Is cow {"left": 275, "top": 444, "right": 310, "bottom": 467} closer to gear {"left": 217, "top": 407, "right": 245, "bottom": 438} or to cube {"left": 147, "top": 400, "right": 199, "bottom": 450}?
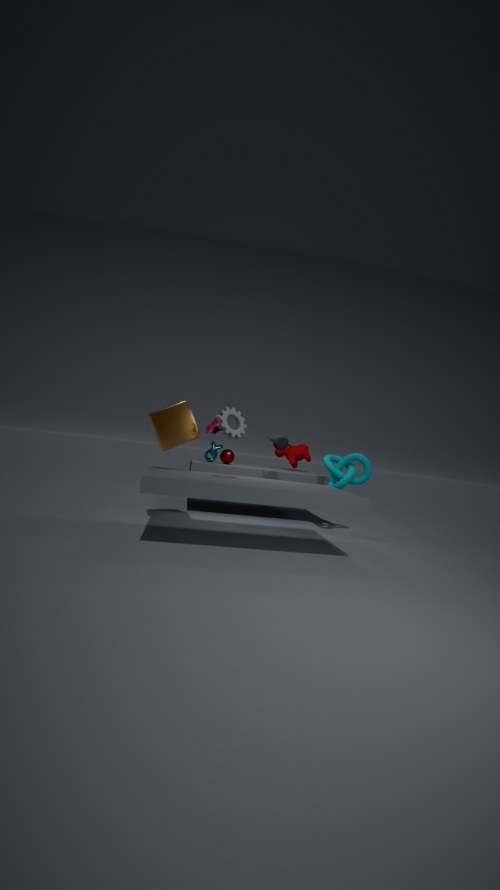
cube {"left": 147, "top": 400, "right": 199, "bottom": 450}
